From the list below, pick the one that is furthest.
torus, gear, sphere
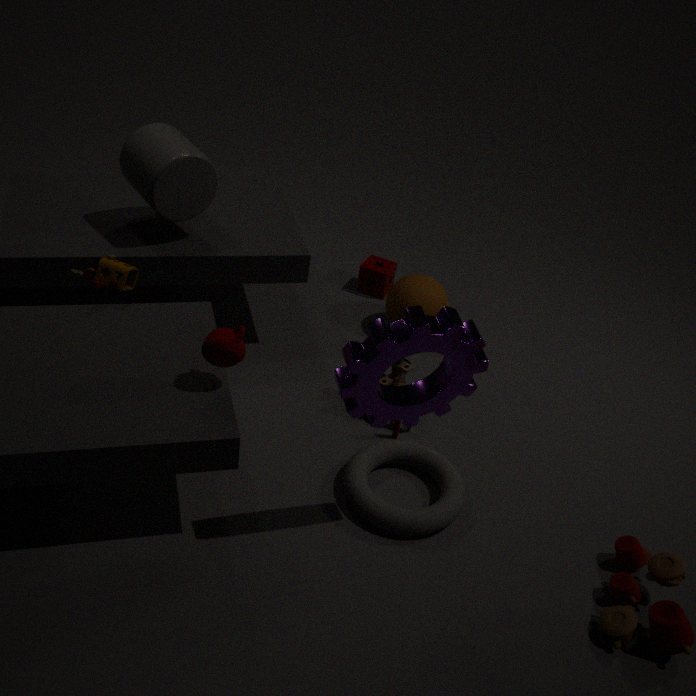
sphere
